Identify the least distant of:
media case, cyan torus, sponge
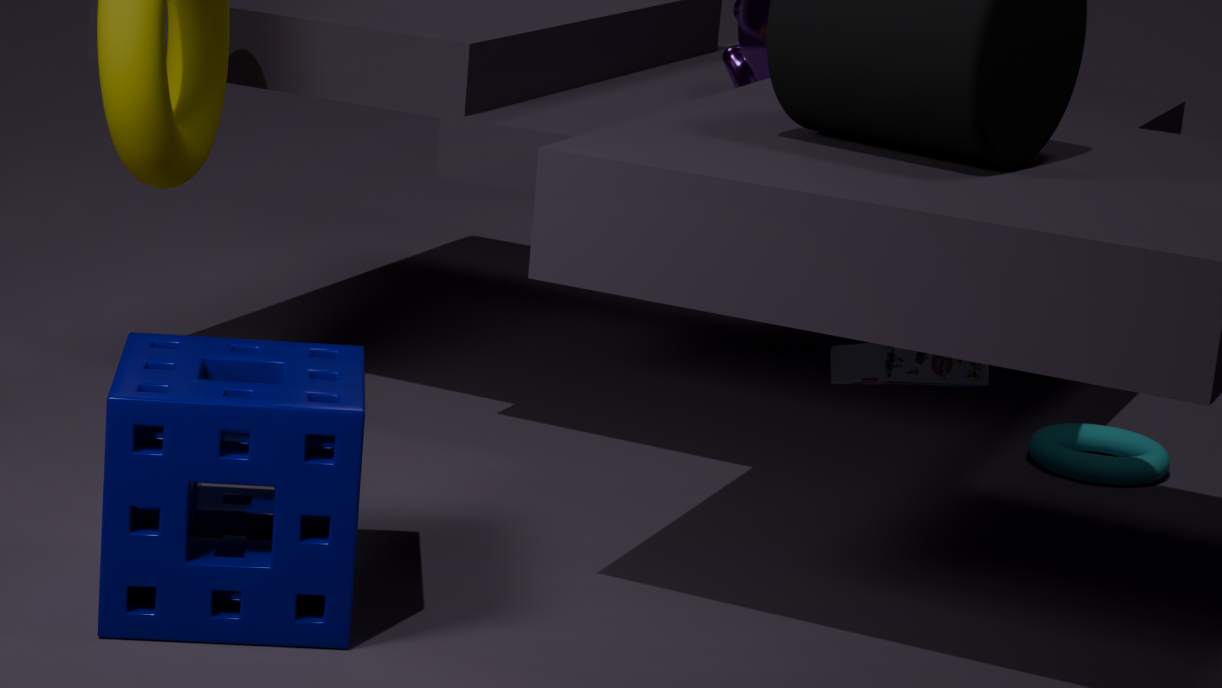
sponge
